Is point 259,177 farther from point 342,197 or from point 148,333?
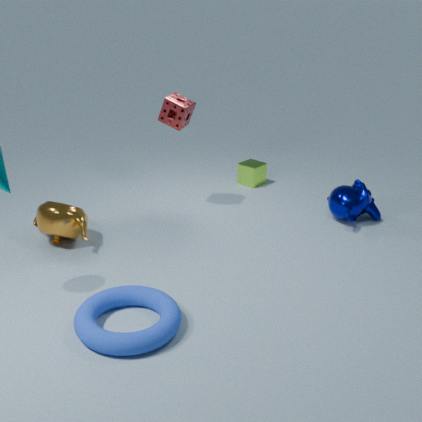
point 148,333
